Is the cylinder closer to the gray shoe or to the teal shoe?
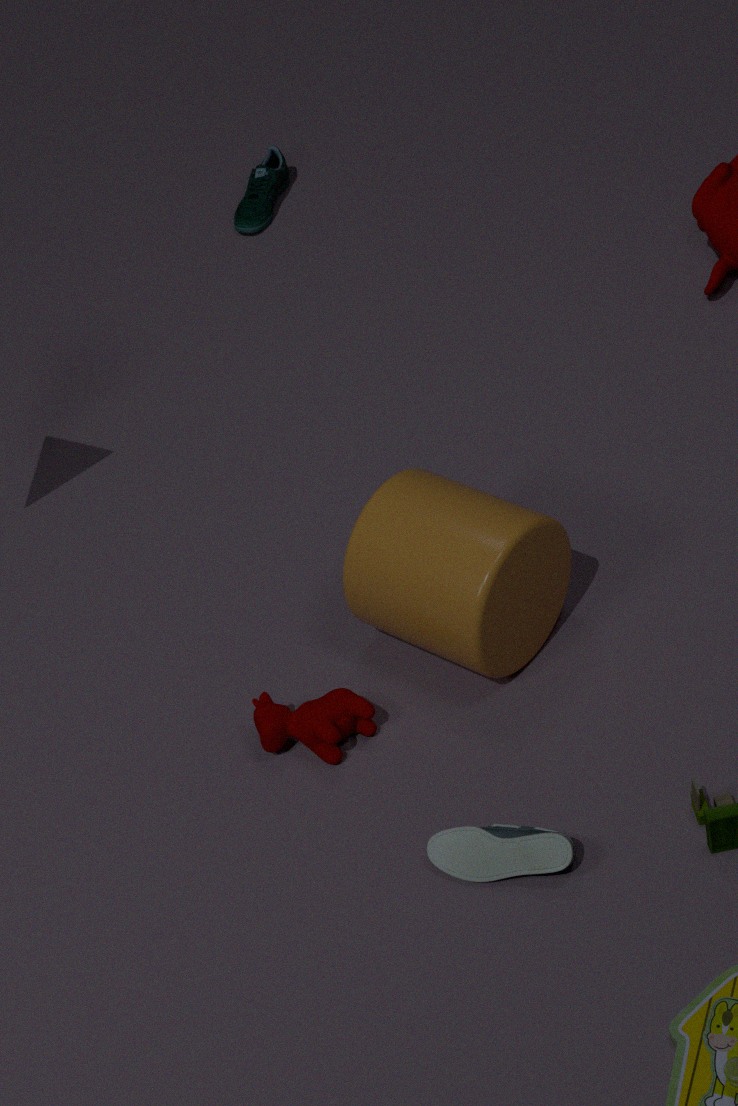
the gray shoe
